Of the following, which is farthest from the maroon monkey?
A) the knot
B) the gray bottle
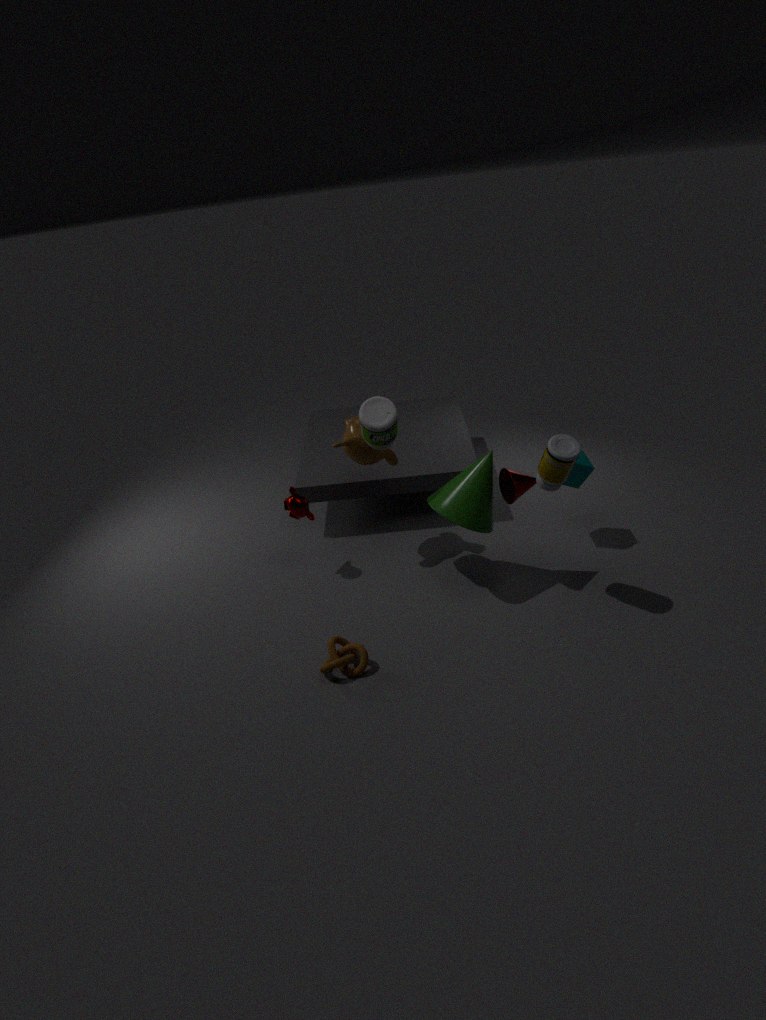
the knot
